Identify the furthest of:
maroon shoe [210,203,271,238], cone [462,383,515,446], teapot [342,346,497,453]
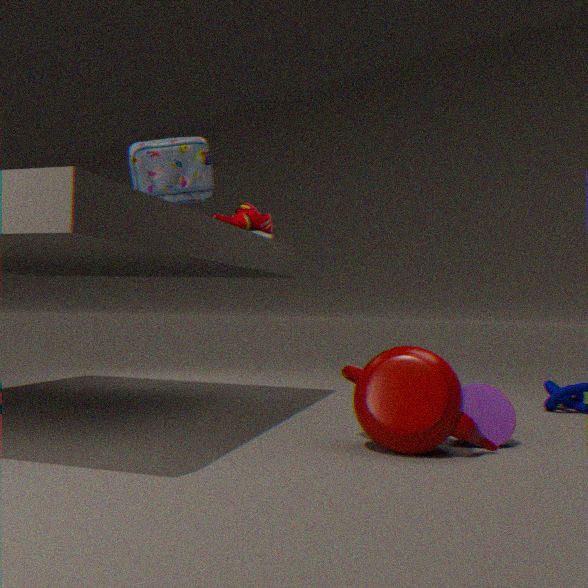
maroon shoe [210,203,271,238]
